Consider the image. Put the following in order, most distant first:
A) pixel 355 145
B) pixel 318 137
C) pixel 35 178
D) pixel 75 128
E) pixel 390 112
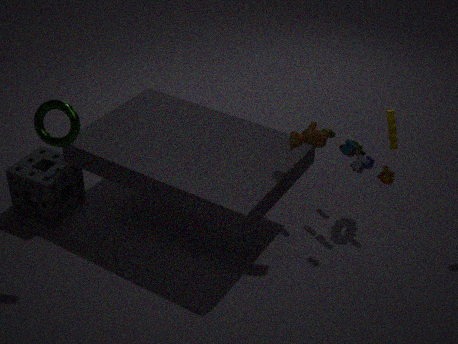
1. pixel 355 145
2. pixel 35 178
3. pixel 390 112
4. pixel 318 137
5. pixel 75 128
